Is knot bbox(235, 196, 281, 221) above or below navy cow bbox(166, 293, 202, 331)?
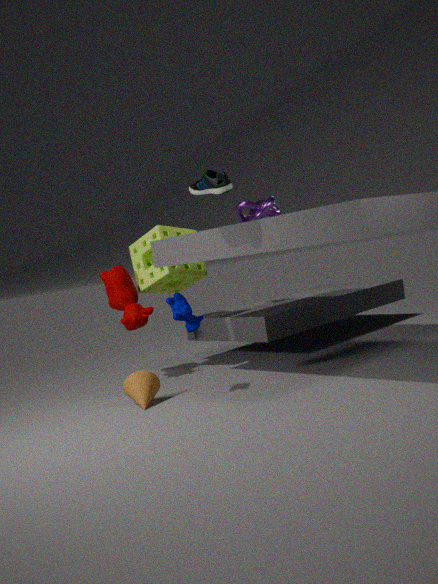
above
